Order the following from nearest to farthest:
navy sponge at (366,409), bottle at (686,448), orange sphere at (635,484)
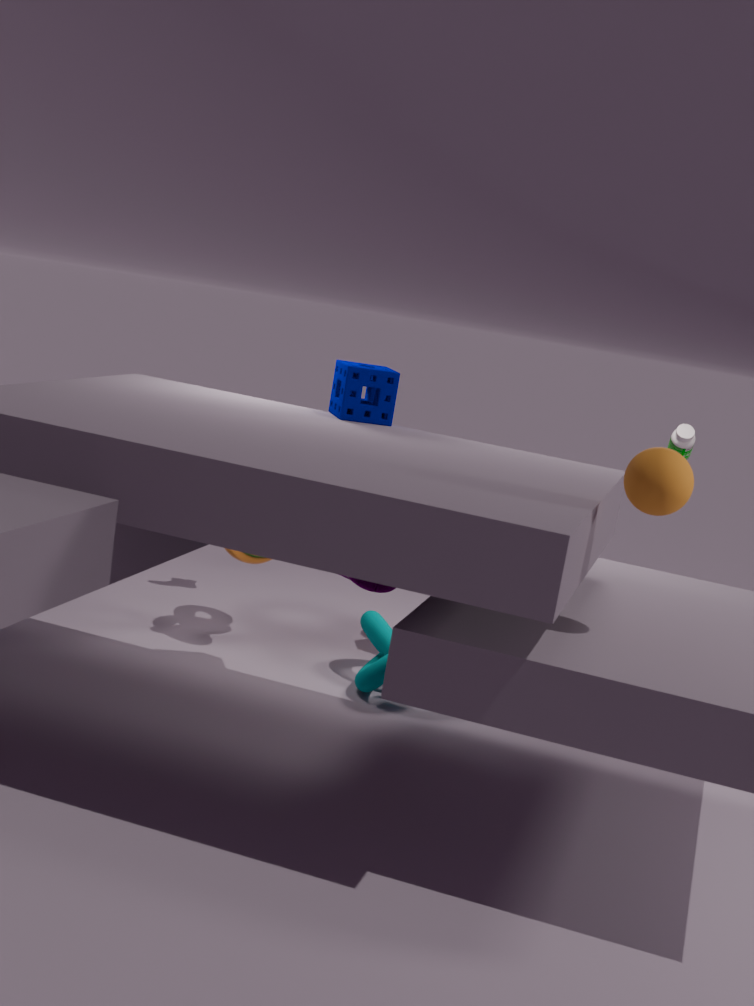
1. orange sphere at (635,484)
2. navy sponge at (366,409)
3. bottle at (686,448)
